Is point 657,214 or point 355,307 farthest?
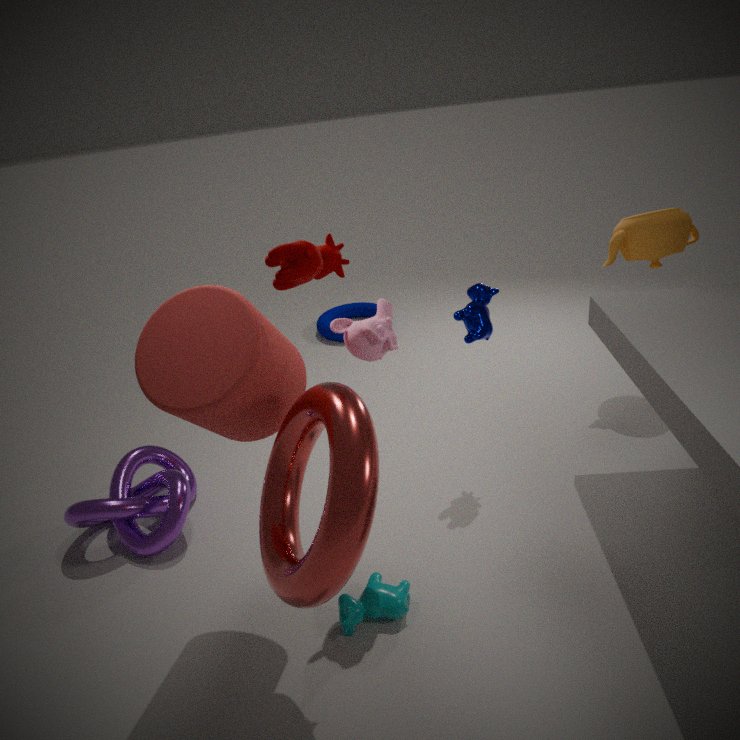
point 355,307
